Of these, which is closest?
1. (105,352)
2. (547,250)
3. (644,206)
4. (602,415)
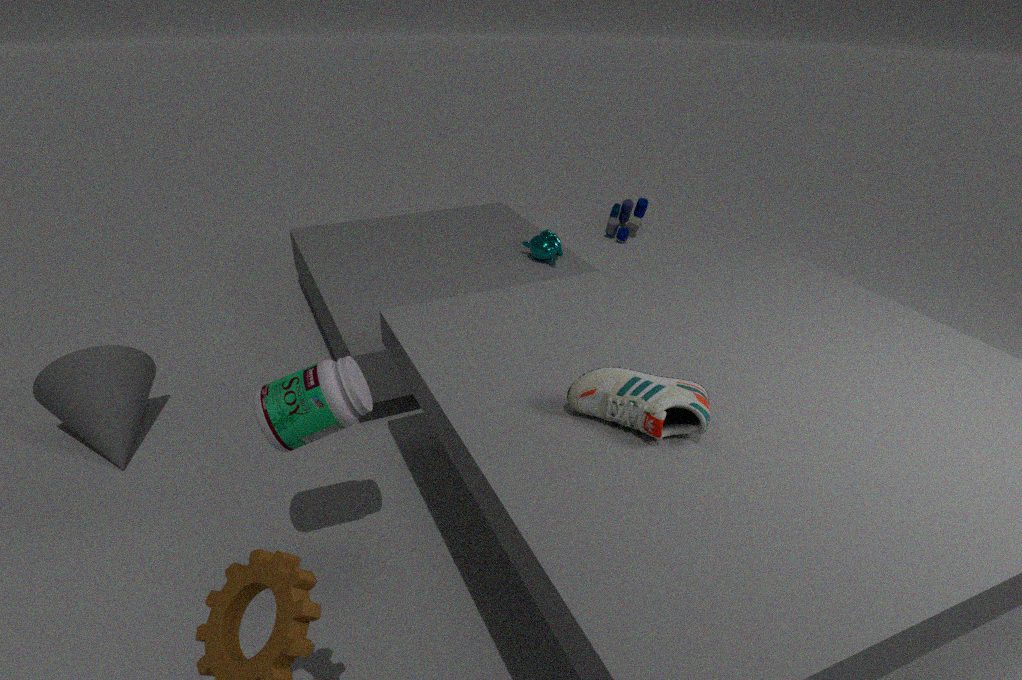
(602,415)
